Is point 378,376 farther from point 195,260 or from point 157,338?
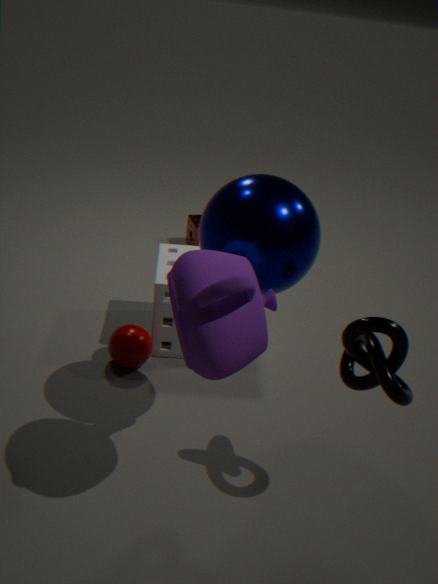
point 157,338
